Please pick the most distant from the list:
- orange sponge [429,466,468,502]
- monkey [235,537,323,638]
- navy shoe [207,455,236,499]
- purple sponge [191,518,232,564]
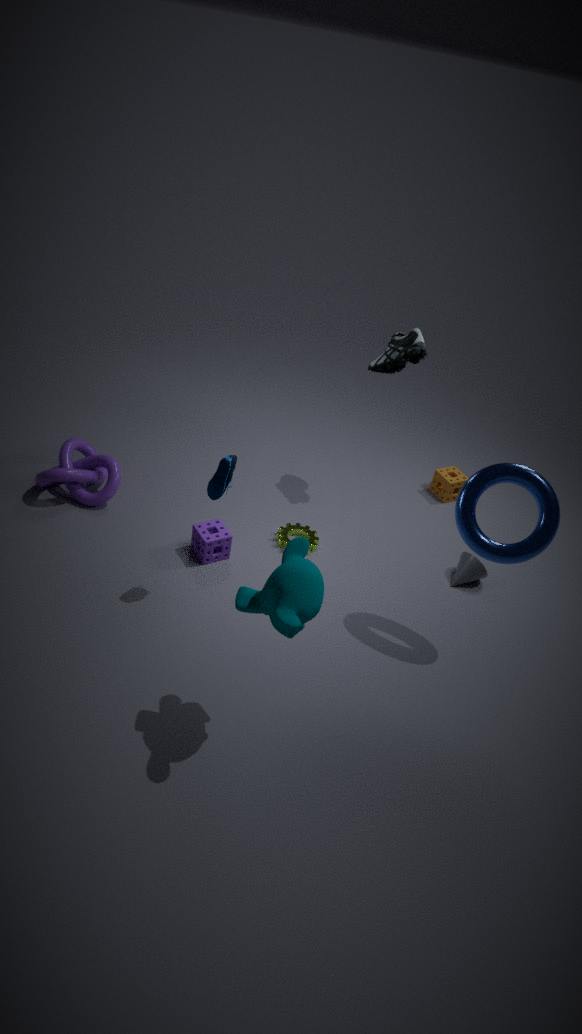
orange sponge [429,466,468,502]
